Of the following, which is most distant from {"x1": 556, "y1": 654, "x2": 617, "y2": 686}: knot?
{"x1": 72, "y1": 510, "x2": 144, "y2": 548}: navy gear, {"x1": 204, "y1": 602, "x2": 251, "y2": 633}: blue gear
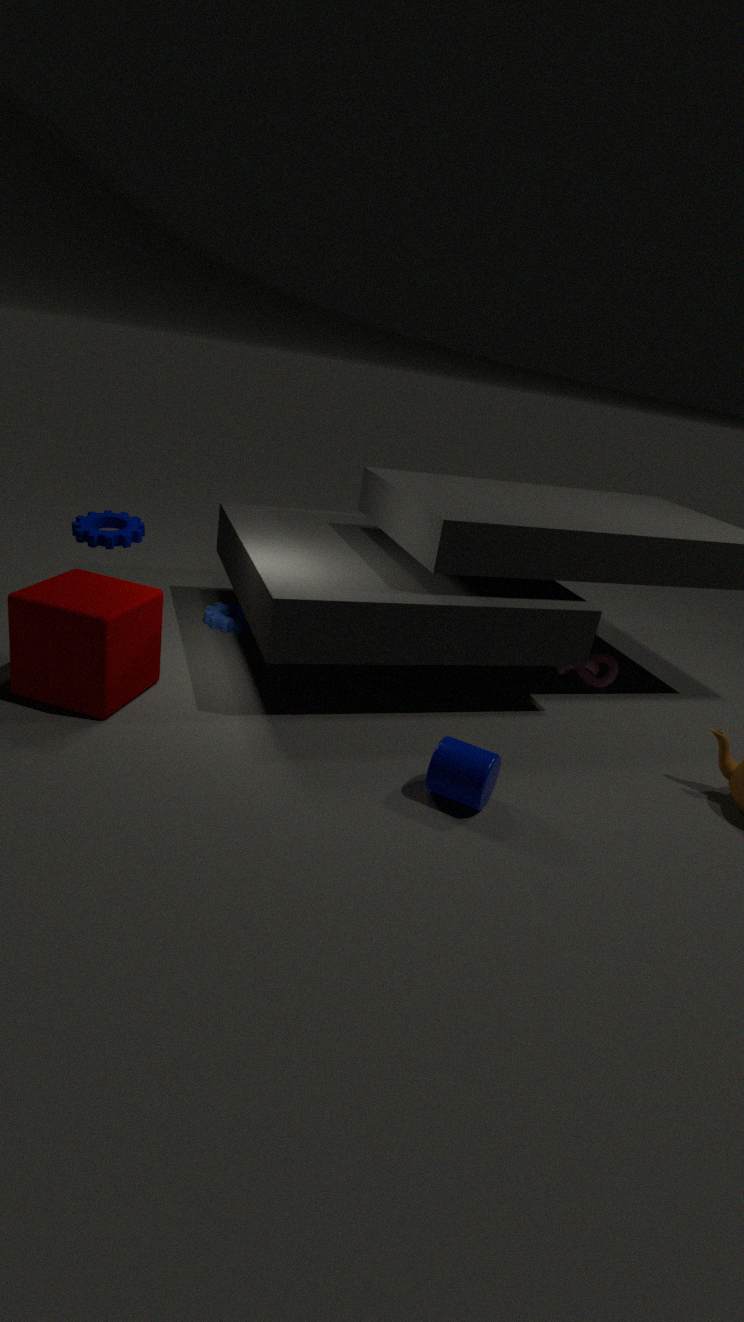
{"x1": 72, "y1": 510, "x2": 144, "y2": 548}: navy gear
